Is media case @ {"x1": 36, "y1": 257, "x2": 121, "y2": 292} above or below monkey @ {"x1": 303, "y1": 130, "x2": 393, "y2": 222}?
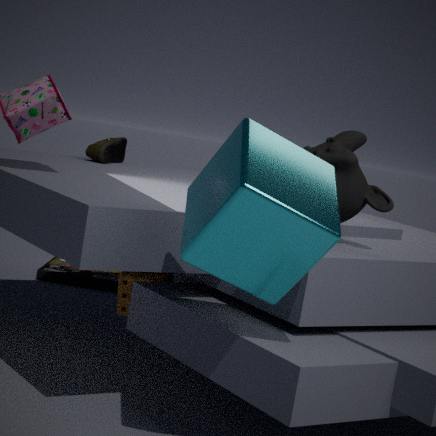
below
